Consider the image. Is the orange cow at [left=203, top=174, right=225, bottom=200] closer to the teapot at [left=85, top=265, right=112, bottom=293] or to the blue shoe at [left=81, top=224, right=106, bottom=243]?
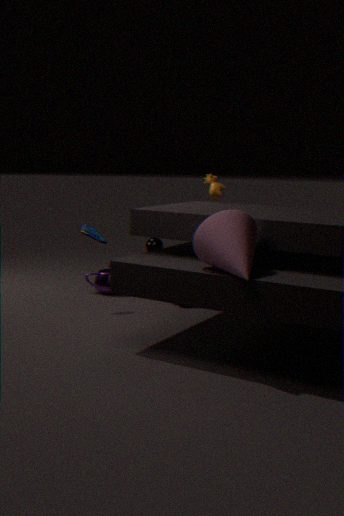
the blue shoe at [left=81, top=224, right=106, bottom=243]
